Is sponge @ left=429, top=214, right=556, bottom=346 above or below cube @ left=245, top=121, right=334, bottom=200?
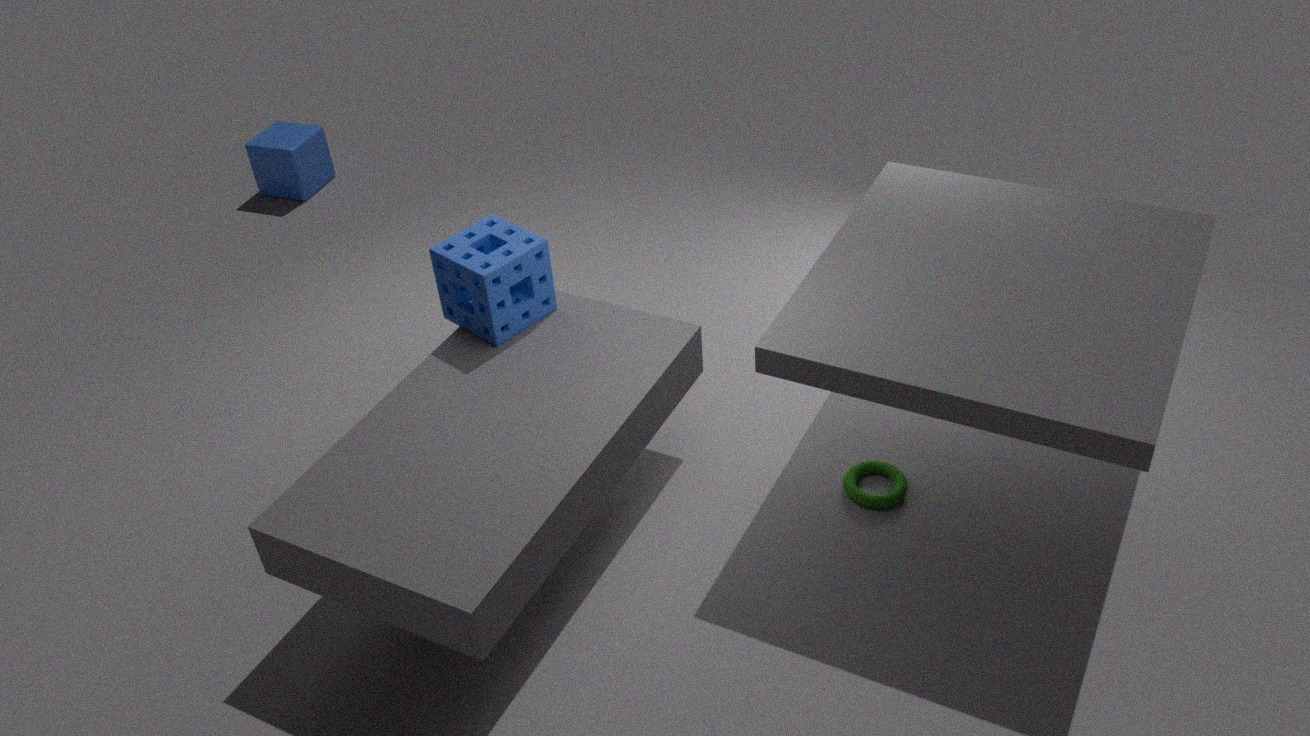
above
